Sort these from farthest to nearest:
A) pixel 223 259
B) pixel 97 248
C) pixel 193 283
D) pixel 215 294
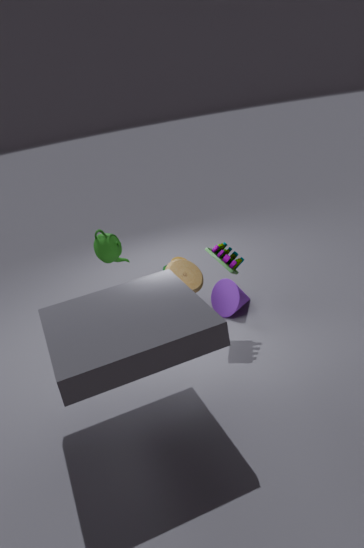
pixel 215 294, pixel 97 248, pixel 193 283, pixel 223 259
